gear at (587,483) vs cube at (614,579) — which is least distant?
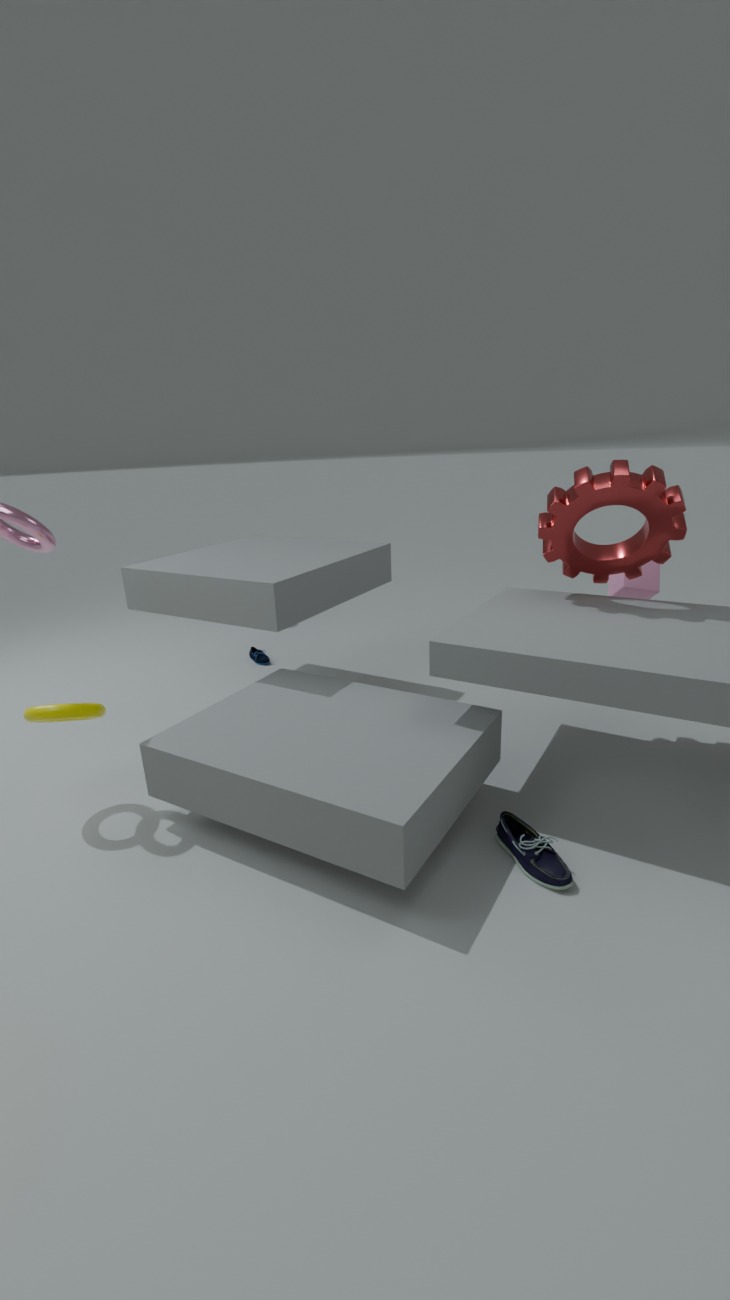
gear at (587,483)
